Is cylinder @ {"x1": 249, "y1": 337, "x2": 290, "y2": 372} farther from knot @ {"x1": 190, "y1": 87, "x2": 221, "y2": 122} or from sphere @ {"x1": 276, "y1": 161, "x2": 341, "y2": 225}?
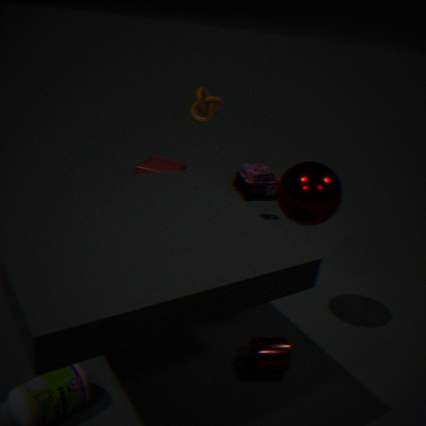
knot @ {"x1": 190, "y1": 87, "x2": 221, "y2": 122}
